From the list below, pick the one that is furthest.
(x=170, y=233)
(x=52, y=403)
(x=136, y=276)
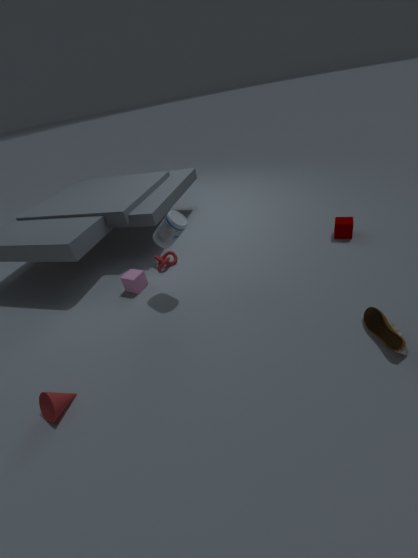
(x=136, y=276)
